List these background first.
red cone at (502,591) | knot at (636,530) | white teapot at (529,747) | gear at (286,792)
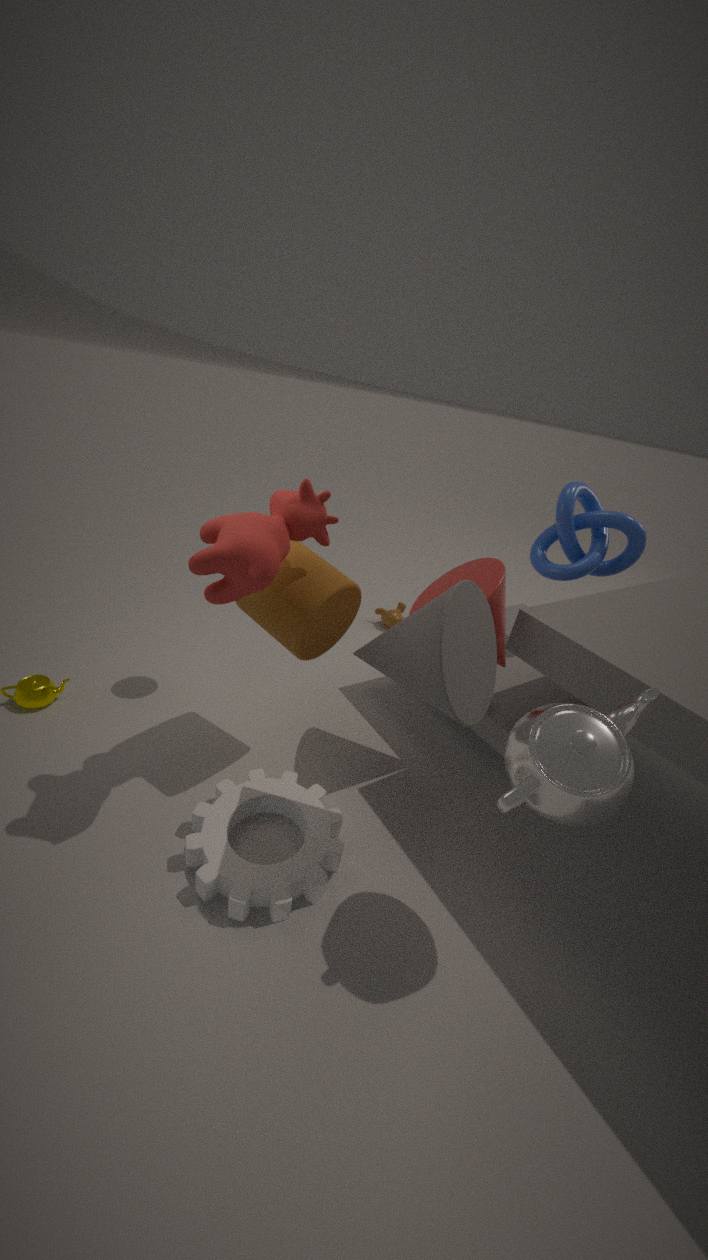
knot at (636,530) < red cone at (502,591) < gear at (286,792) < white teapot at (529,747)
